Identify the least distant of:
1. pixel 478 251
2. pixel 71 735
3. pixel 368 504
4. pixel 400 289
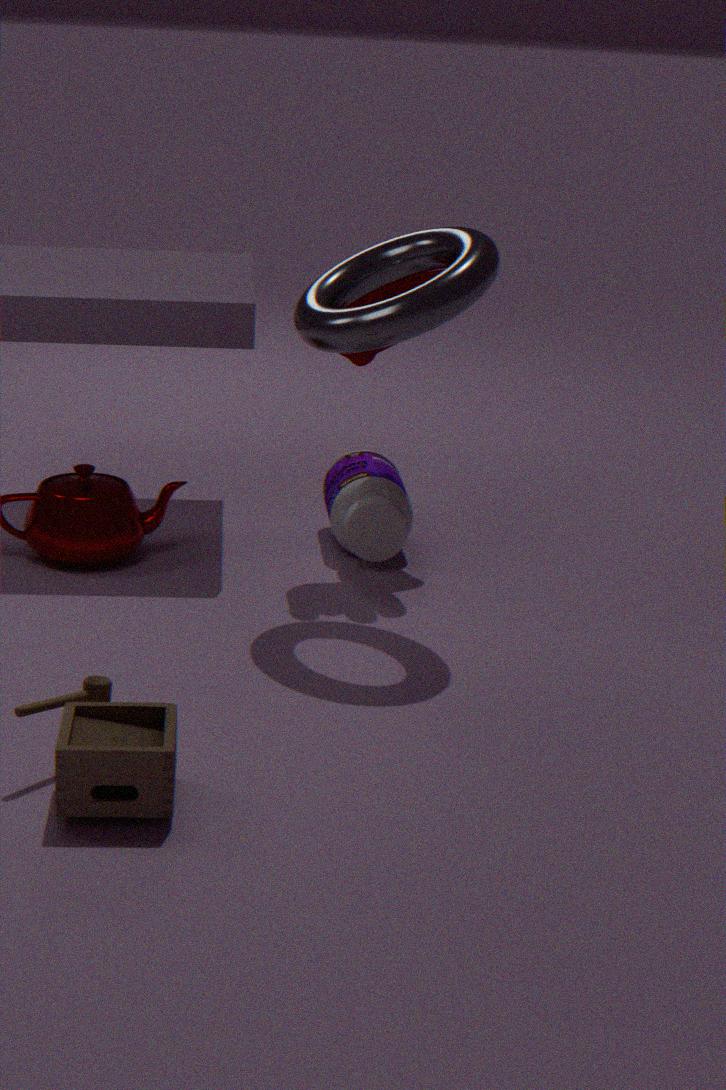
pixel 71 735
